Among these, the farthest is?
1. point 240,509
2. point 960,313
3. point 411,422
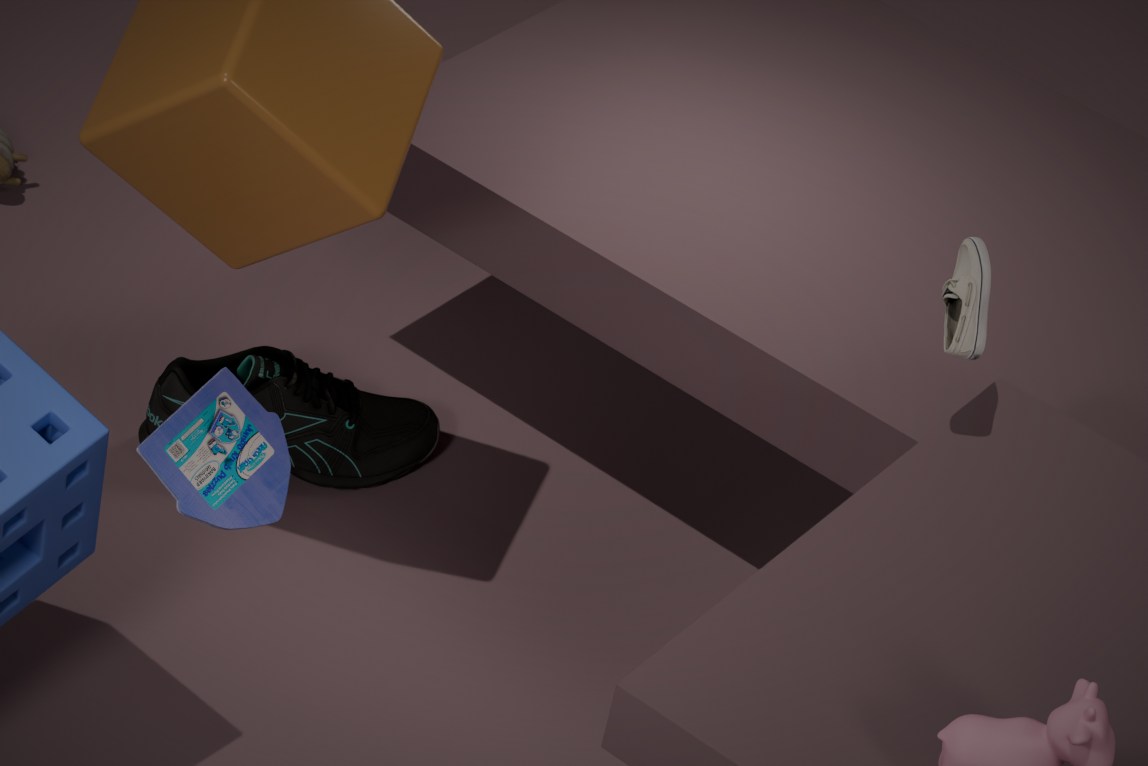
point 411,422
